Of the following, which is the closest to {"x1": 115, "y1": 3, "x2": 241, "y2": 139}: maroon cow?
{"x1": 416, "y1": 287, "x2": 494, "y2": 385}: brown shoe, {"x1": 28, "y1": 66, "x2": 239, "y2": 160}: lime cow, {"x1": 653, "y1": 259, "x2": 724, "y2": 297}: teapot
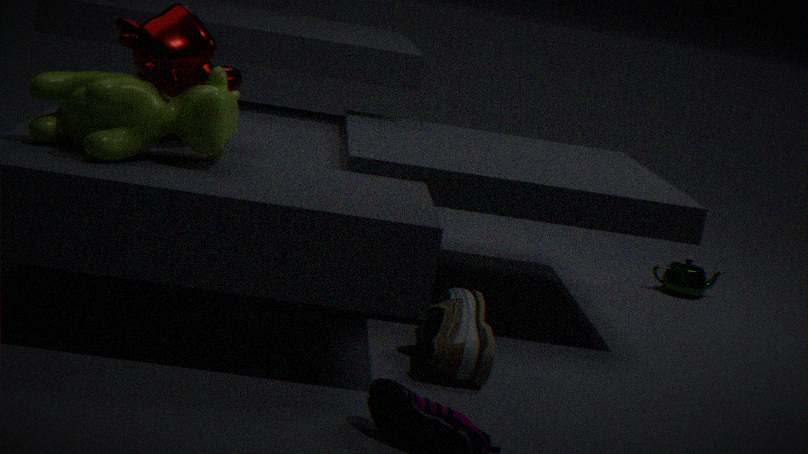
{"x1": 28, "y1": 66, "x2": 239, "y2": 160}: lime cow
